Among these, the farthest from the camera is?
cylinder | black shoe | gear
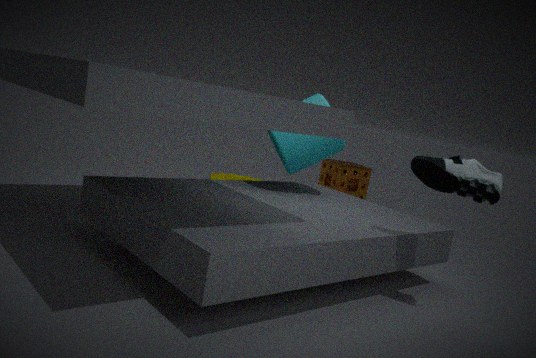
gear
